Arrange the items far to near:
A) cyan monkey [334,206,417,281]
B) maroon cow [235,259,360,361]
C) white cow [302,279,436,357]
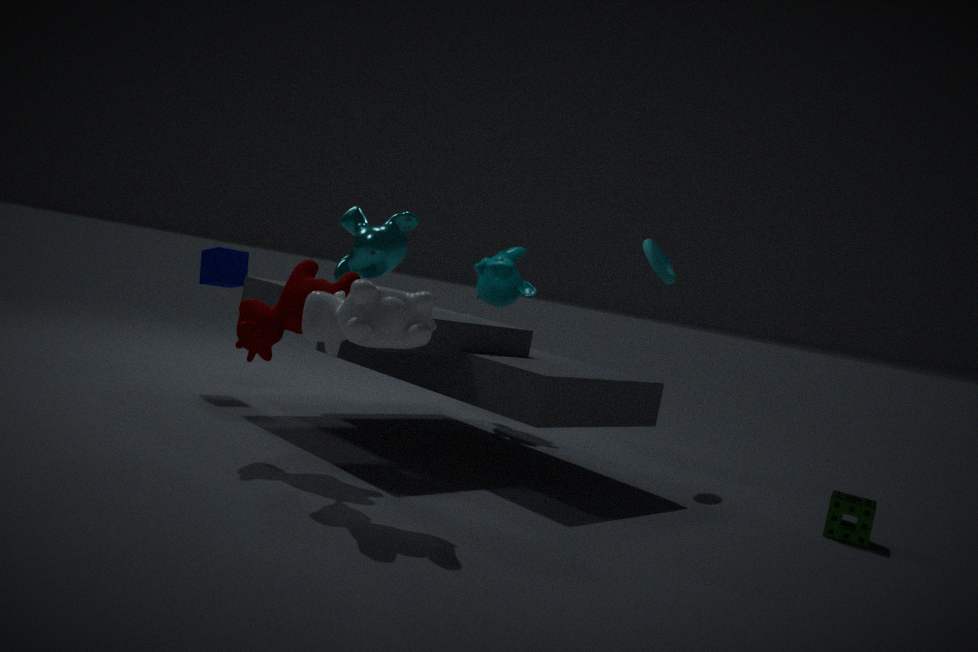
cyan monkey [334,206,417,281] → maroon cow [235,259,360,361] → white cow [302,279,436,357]
